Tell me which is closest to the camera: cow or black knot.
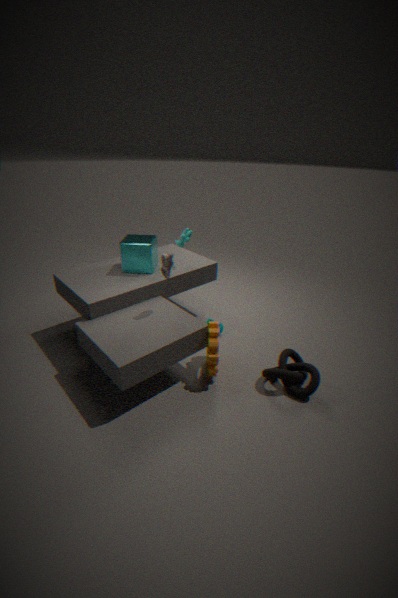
black knot
